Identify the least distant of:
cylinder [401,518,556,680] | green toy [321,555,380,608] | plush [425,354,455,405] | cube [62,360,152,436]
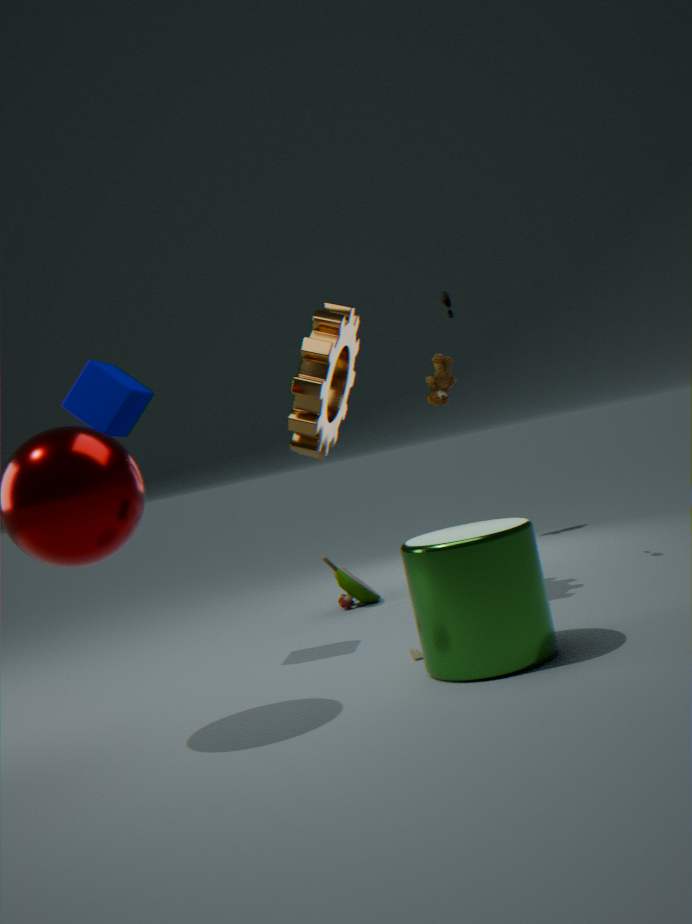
cylinder [401,518,556,680]
